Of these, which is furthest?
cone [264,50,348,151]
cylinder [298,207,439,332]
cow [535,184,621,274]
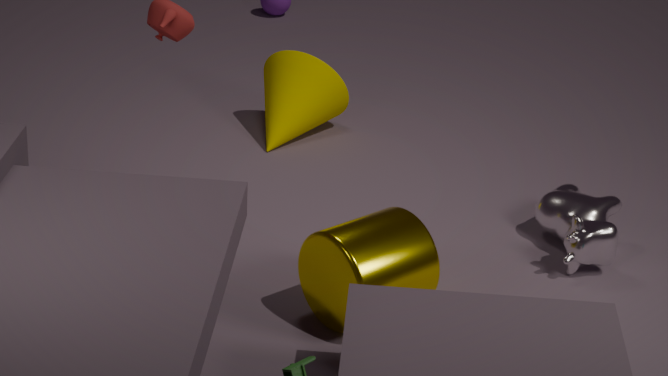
cone [264,50,348,151]
